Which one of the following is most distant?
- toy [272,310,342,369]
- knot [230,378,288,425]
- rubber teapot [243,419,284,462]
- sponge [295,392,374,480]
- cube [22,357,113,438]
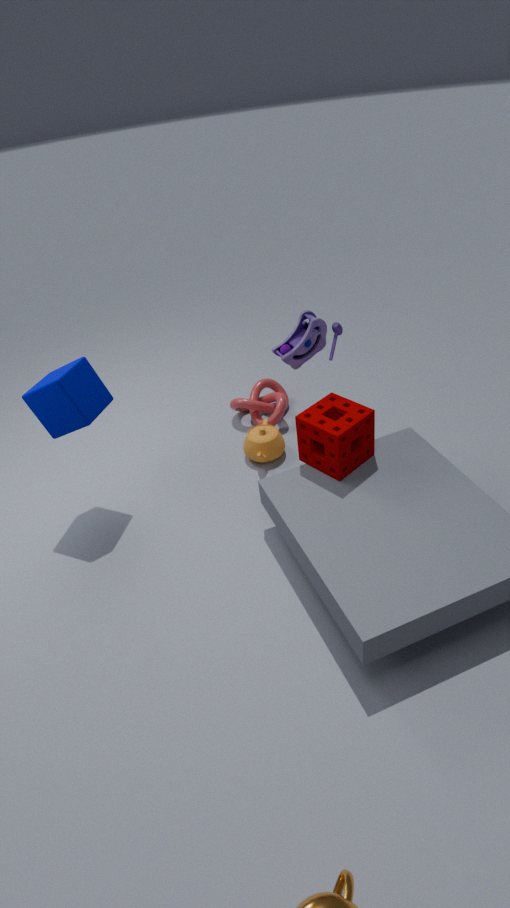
knot [230,378,288,425]
